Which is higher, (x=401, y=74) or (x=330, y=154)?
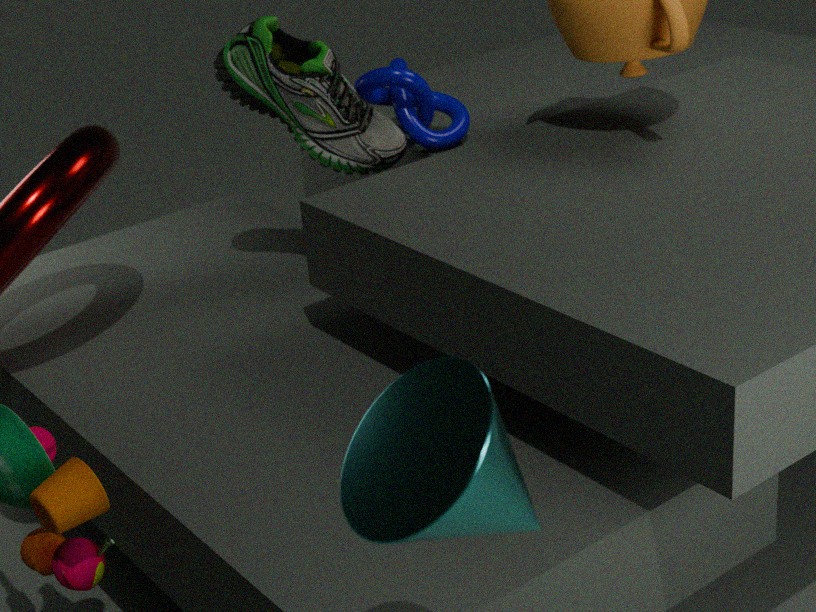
(x=330, y=154)
